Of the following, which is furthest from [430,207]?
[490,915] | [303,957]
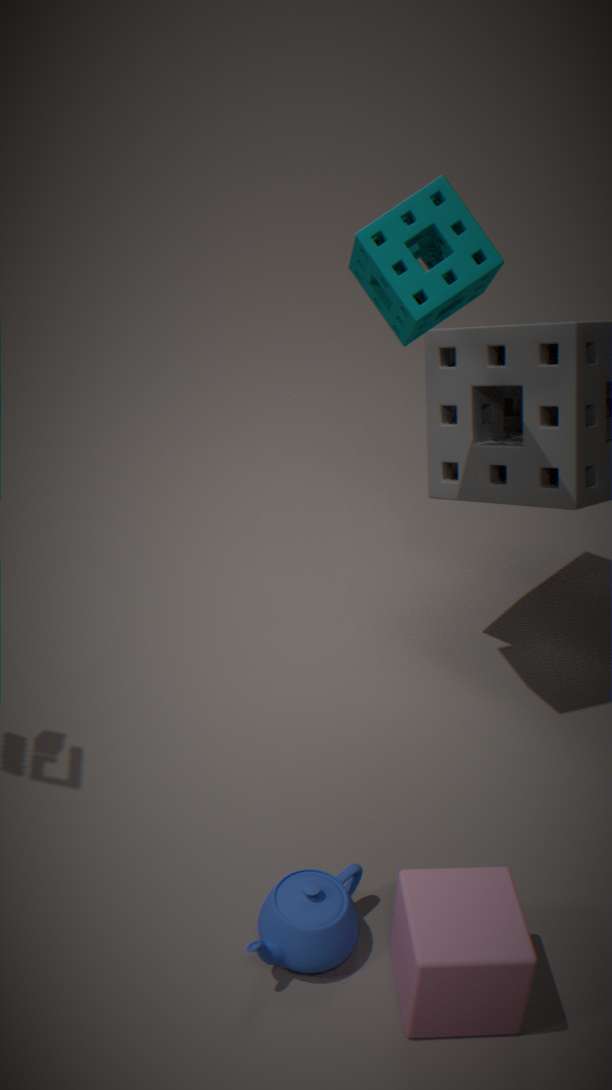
[490,915]
